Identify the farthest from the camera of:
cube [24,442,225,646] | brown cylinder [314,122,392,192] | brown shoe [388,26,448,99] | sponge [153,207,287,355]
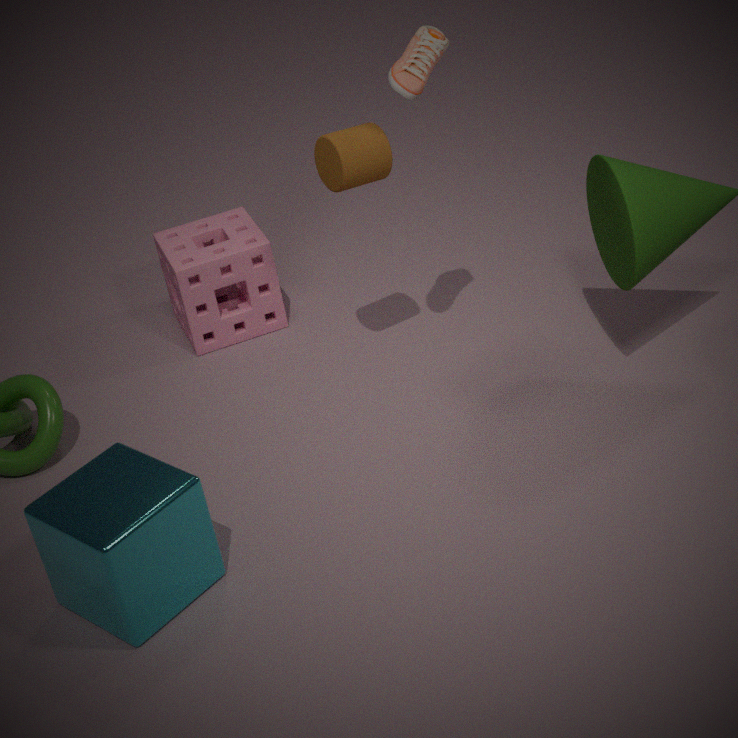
sponge [153,207,287,355]
